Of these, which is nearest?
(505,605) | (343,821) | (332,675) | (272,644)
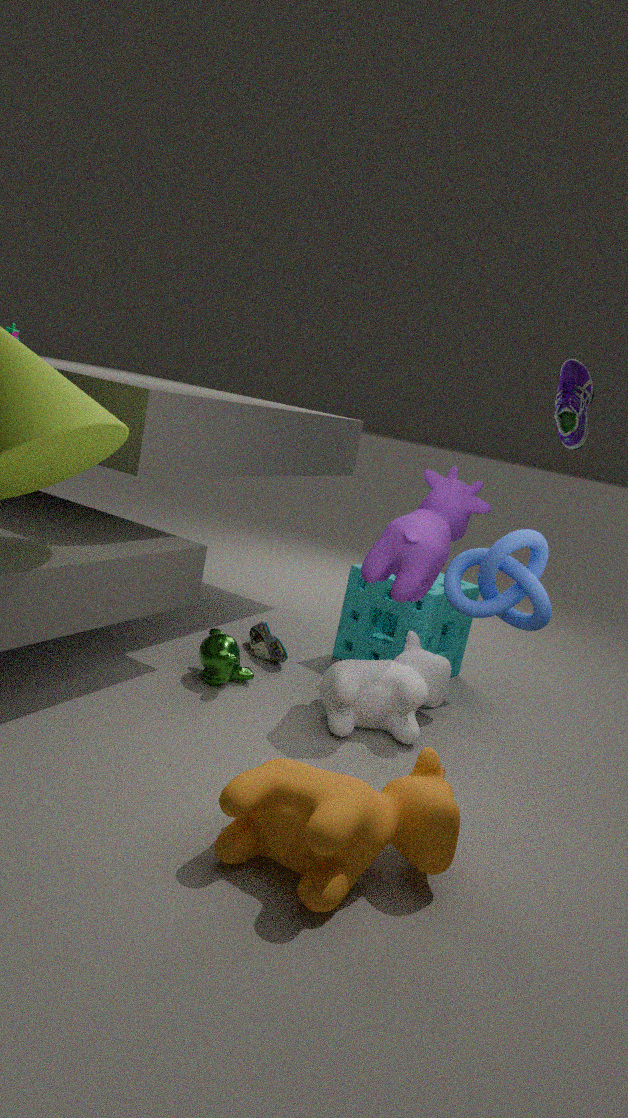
(343,821)
